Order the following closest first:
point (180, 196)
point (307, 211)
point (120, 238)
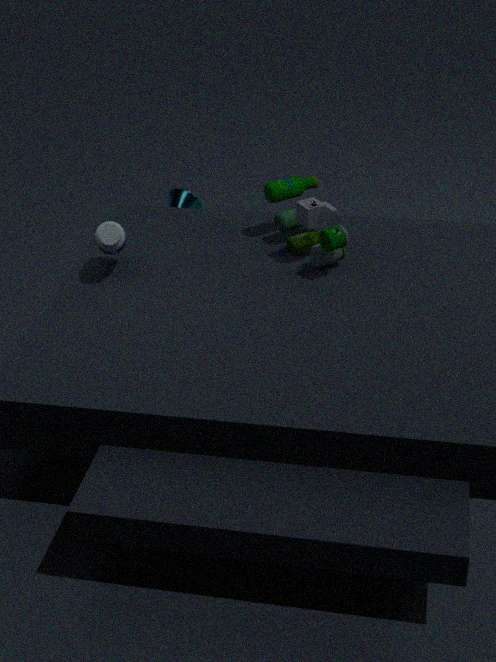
point (120, 238)
point (307, 211)
point (180, 196)
